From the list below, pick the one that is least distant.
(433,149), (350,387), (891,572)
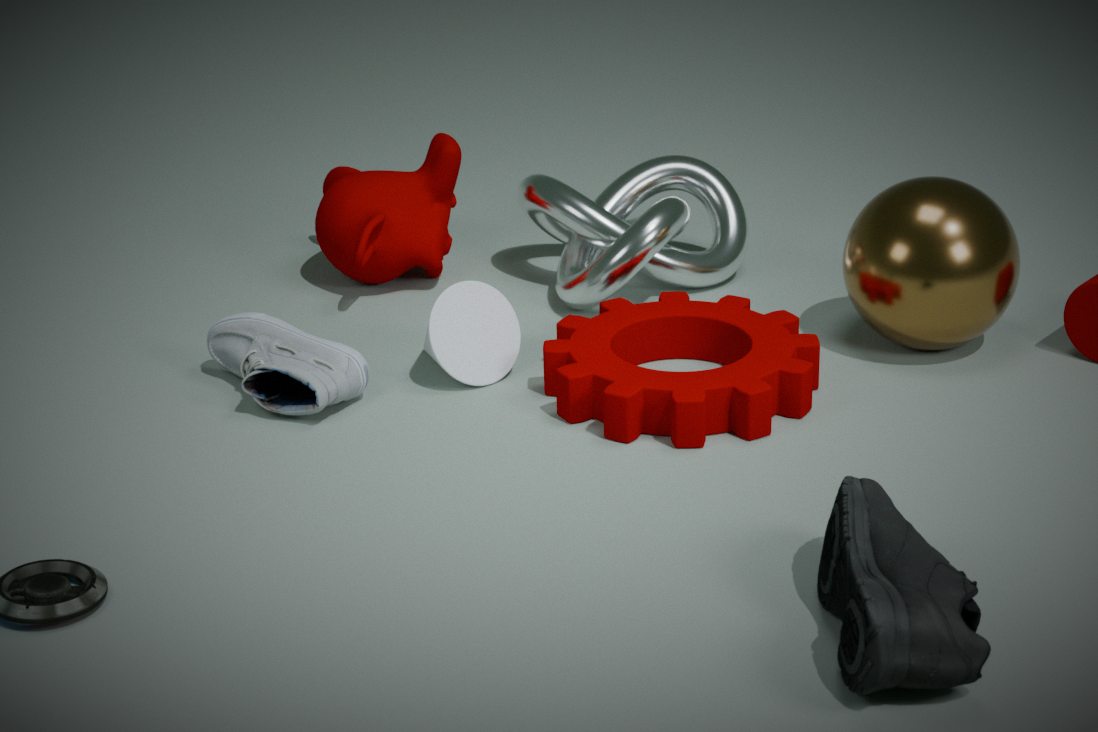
(891,572)
